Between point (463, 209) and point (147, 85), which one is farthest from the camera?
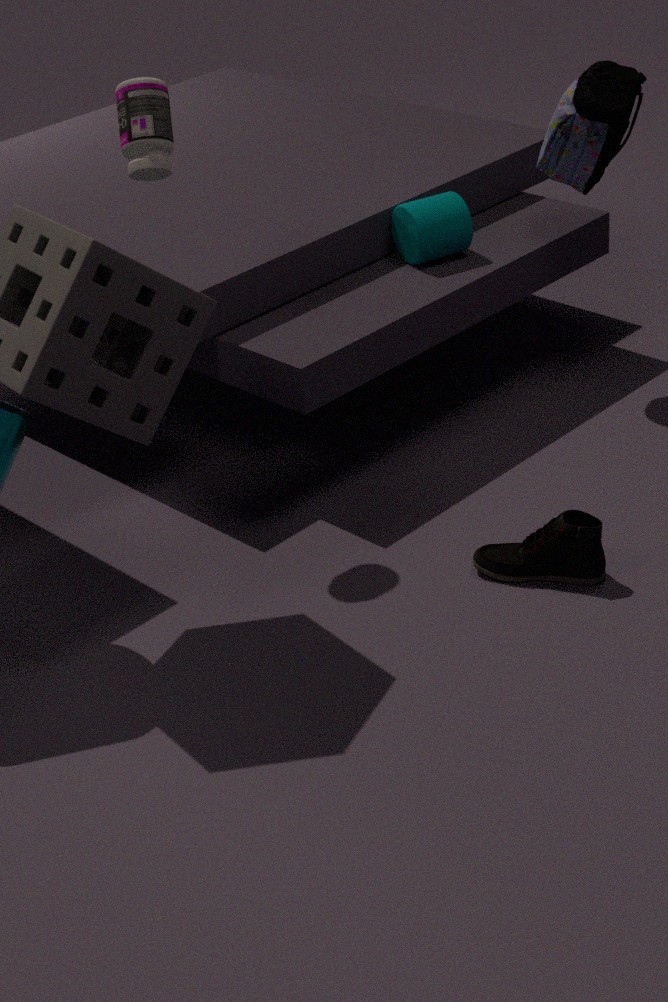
point (463, 209)
